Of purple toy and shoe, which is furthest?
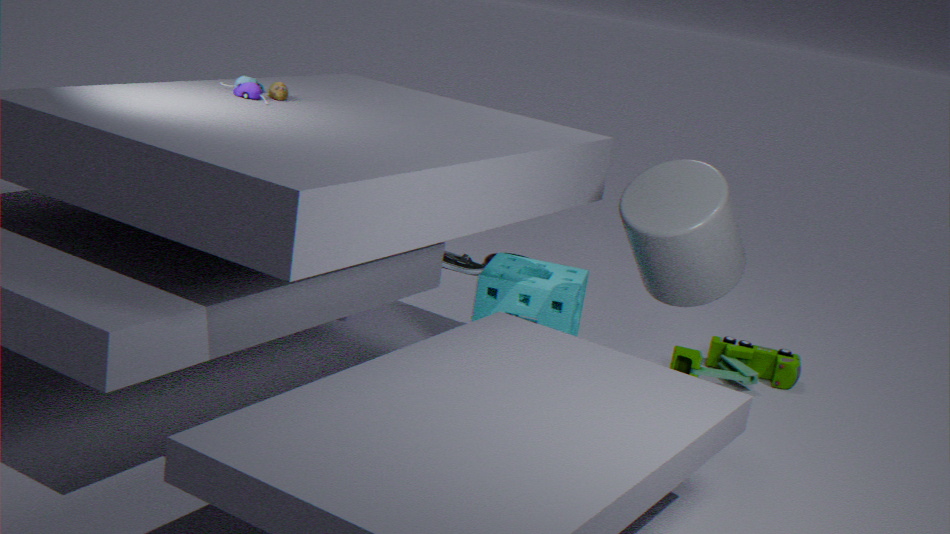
shoe
